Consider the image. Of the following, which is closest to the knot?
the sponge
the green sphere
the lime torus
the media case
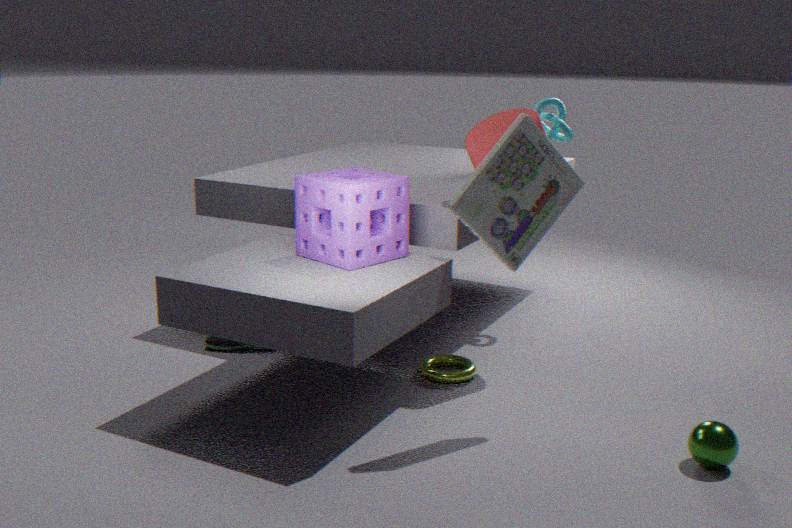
the media case
